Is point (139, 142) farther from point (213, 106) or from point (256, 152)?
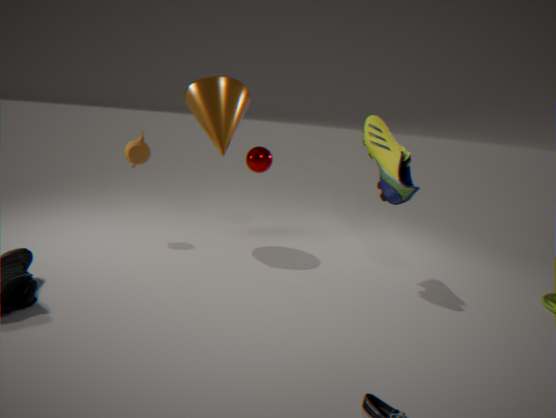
point (256, 152)
